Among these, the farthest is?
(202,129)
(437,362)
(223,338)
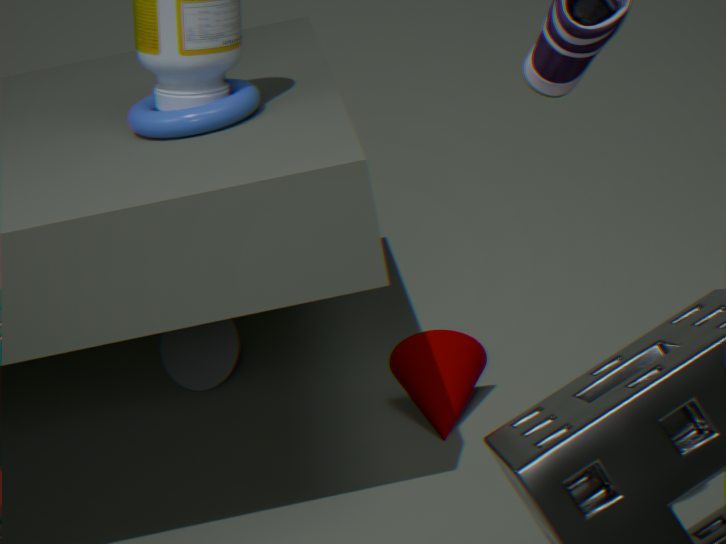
(223,338)
